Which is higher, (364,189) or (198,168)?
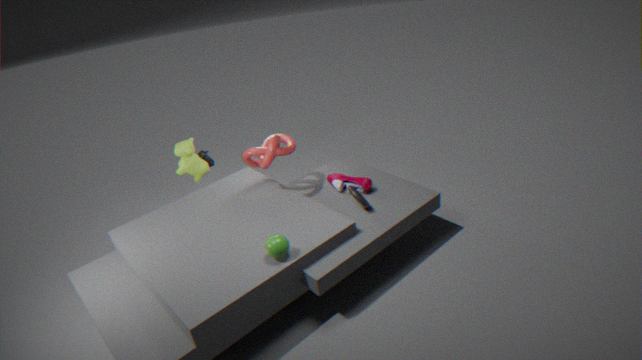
(198,168)
